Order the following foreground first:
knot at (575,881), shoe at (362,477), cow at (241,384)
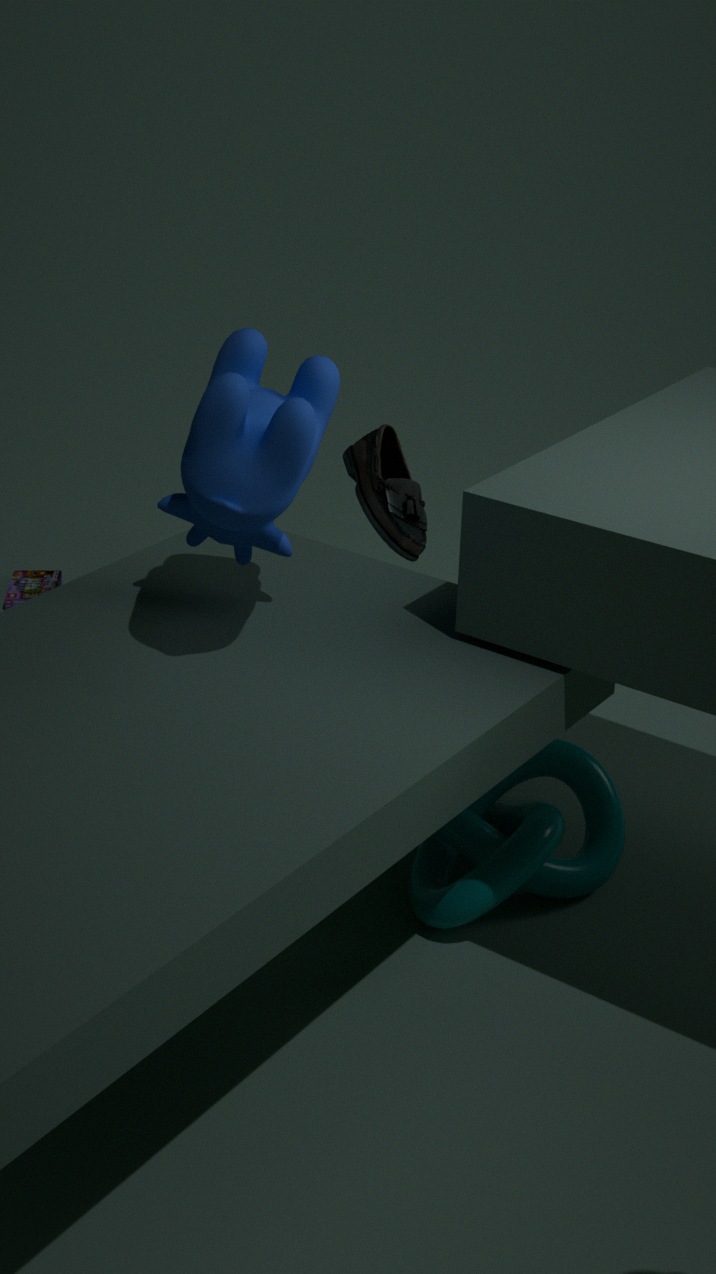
cow at (241,384)
knot at (575,881)
shoe at (362,477)
